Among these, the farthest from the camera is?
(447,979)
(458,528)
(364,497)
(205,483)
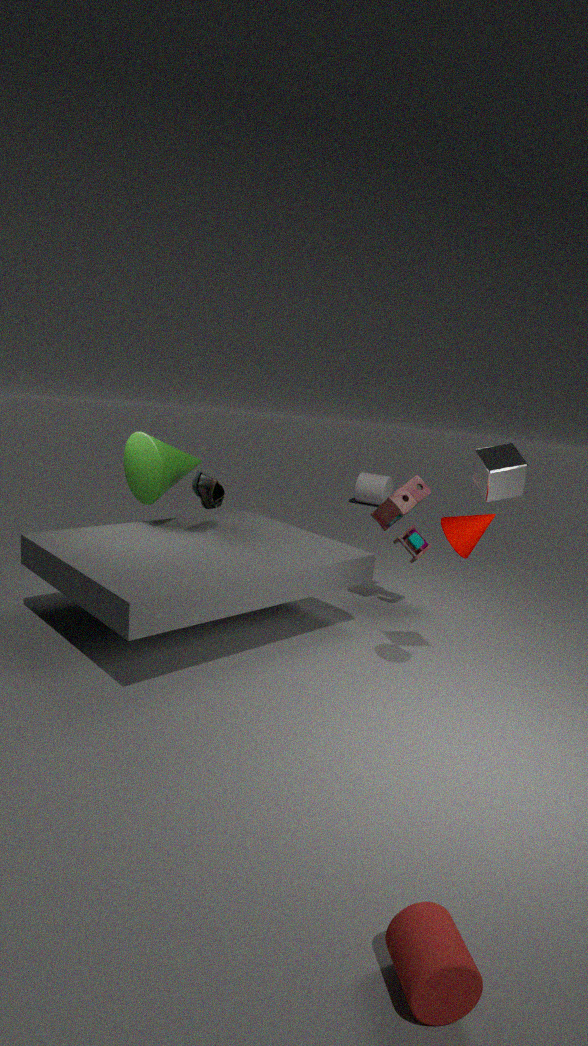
(364,497)
